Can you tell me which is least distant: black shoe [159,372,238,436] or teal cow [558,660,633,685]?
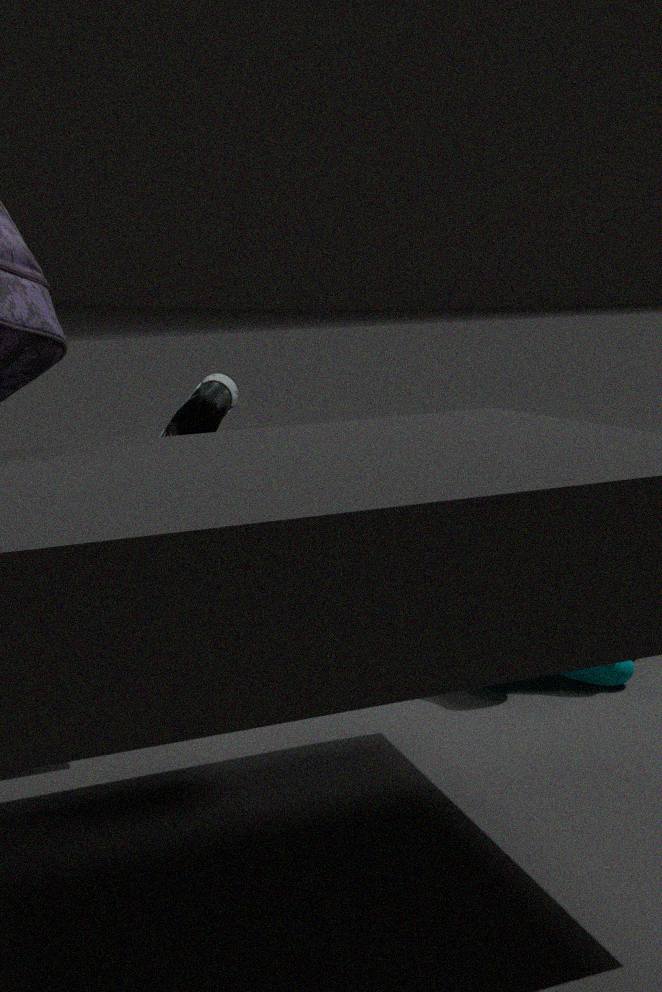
teal cow [558,660,633,685]
